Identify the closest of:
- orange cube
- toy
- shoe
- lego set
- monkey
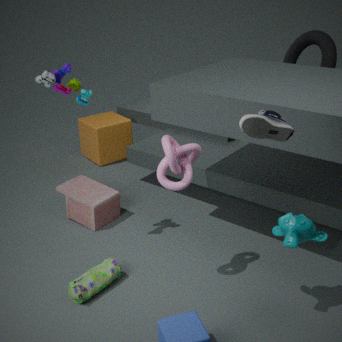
shoe
